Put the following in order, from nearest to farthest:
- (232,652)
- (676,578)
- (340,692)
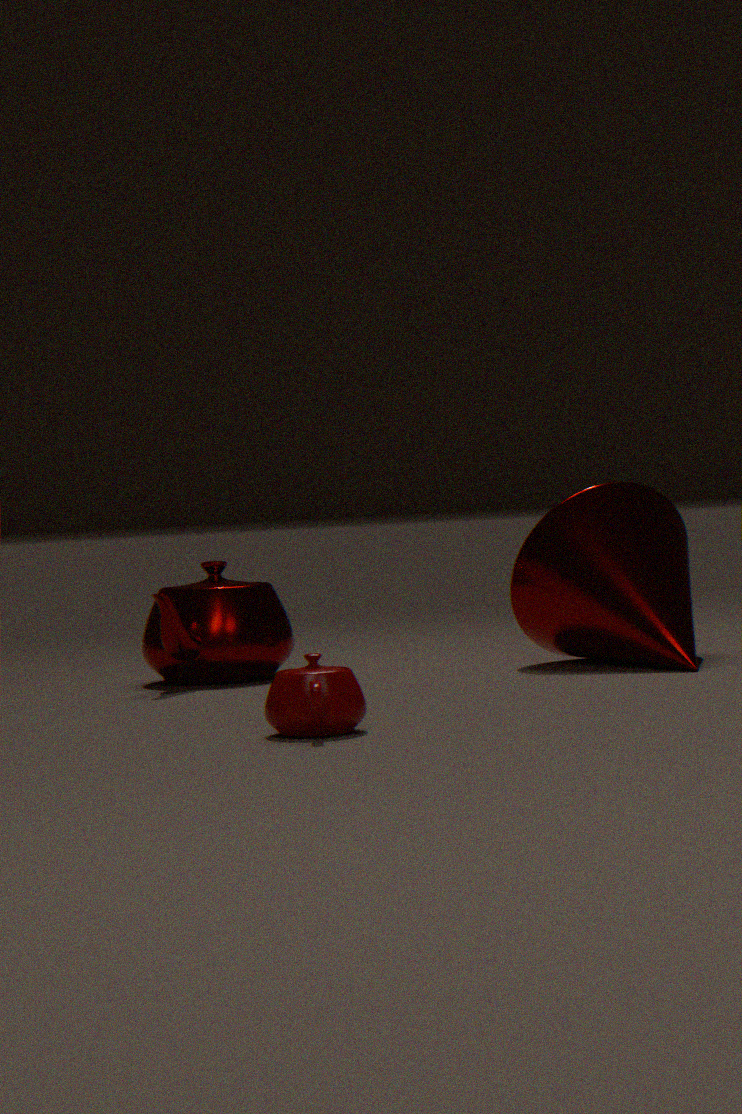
1. (340,692)
2. (676,578)
3. (232,652)
